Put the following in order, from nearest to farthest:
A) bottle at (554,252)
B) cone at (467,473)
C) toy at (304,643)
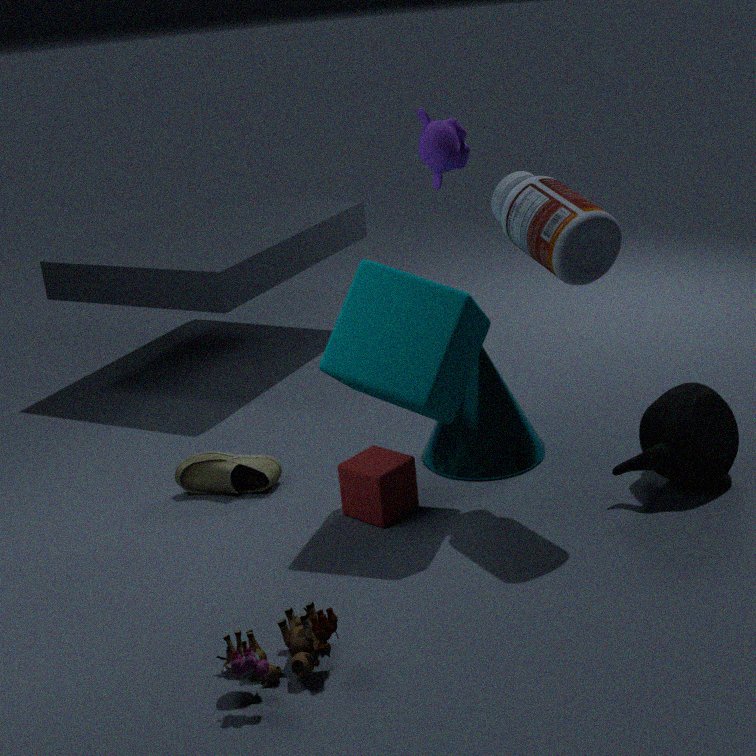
toy at (304,643)
bottle at (554,252)
cone at (467,473)
